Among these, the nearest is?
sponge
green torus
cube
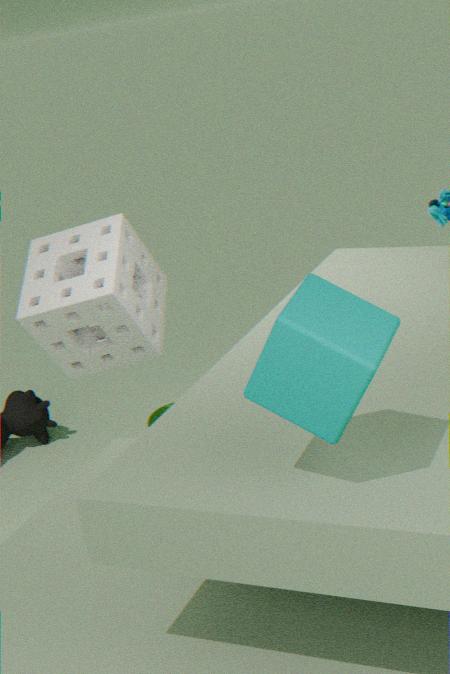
cube
